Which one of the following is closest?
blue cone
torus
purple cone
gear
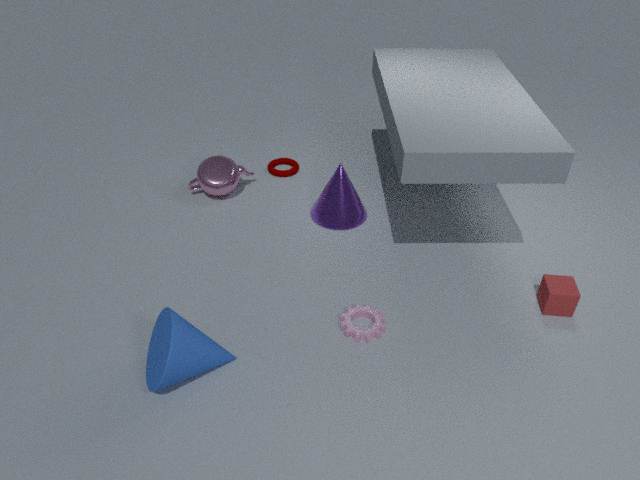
blue cone
